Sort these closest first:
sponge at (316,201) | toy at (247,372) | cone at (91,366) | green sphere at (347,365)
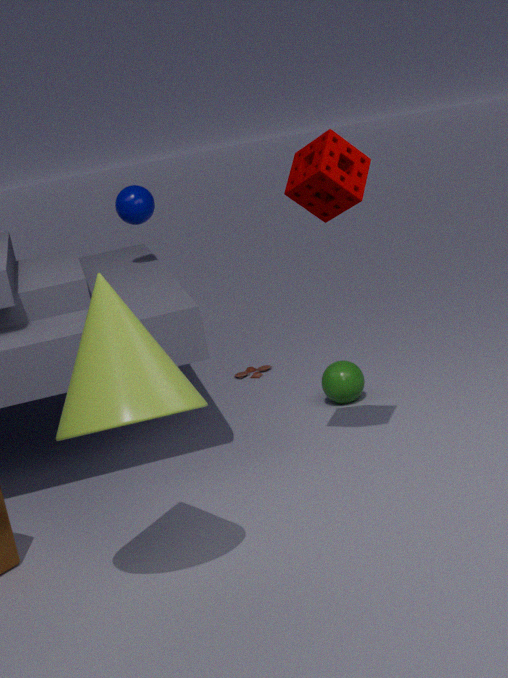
1. cone at (91,366)
2. sponge at (316,201)
3. green sphere at (347,365)
4. toy at (247,372)
